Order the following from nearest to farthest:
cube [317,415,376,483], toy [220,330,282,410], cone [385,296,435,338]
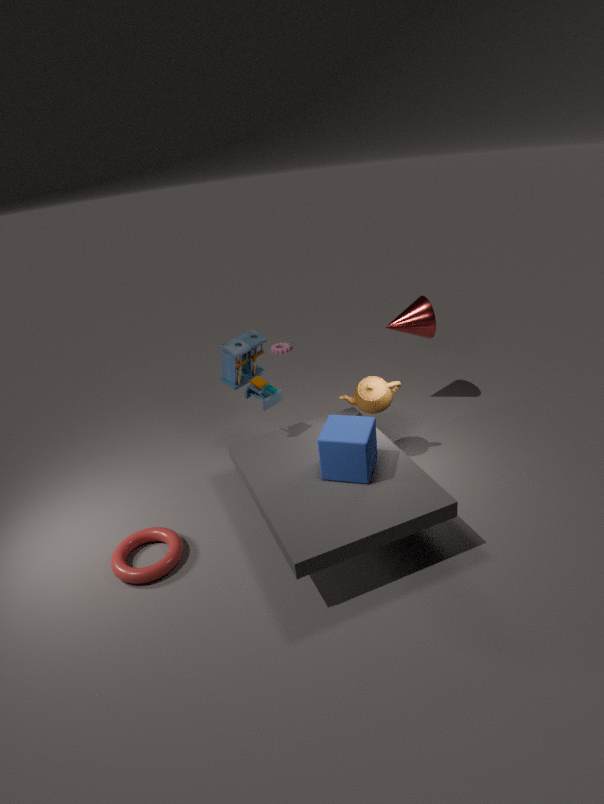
cube [317,415,376,483] < toy [220,330,282,410] < cone [385,296,435,338]
